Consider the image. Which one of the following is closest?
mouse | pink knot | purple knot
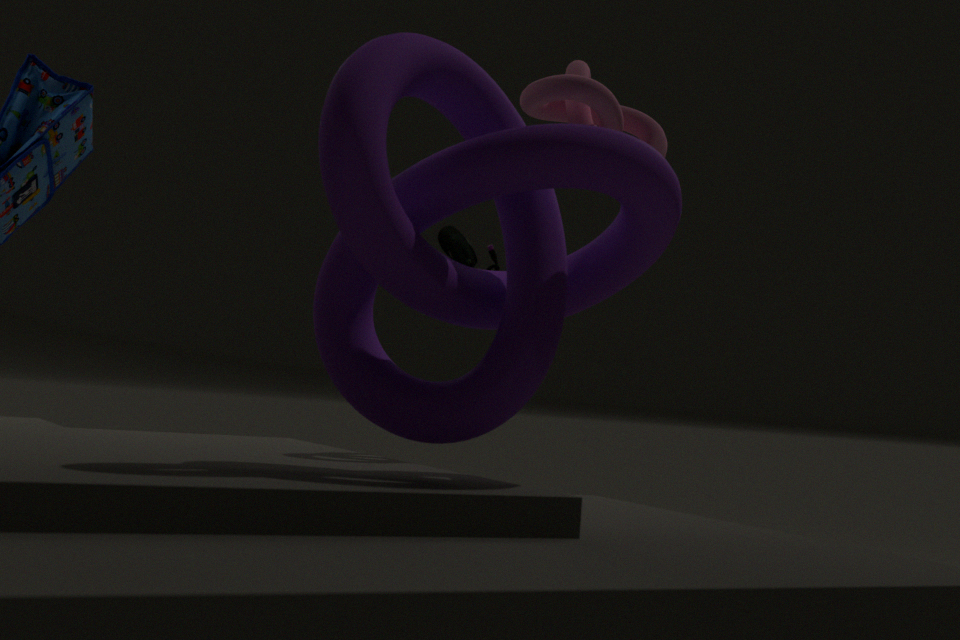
purple knot
